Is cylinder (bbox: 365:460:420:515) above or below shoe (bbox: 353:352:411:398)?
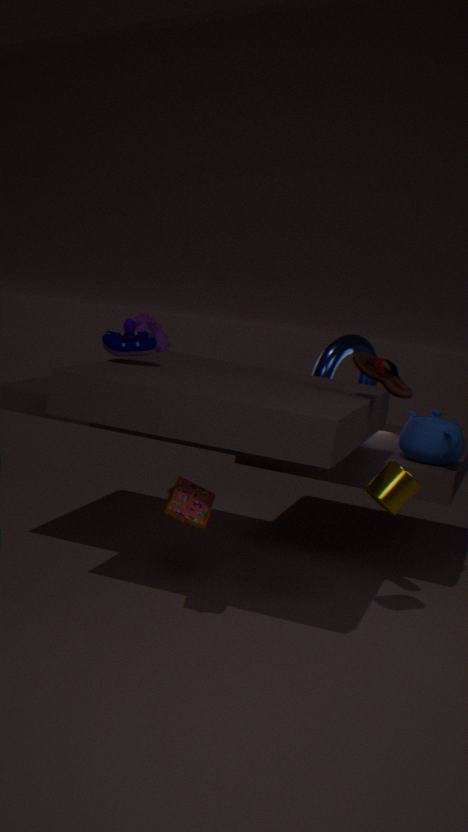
below
